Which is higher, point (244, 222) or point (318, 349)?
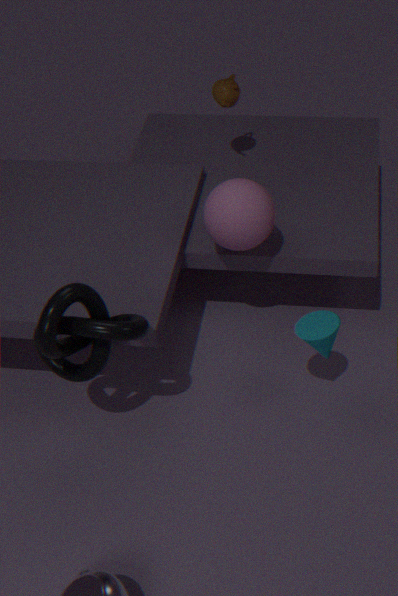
point (244, 222)
